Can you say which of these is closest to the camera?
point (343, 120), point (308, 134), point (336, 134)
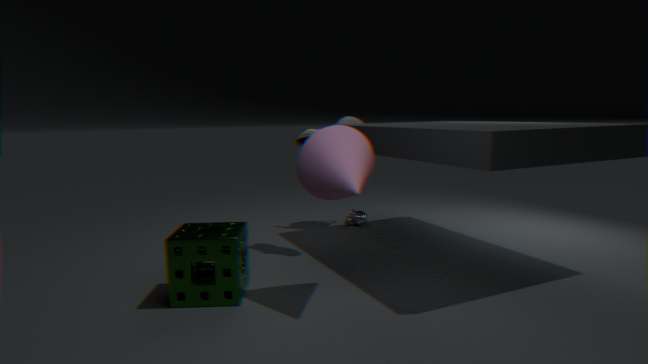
point (336, 134)
